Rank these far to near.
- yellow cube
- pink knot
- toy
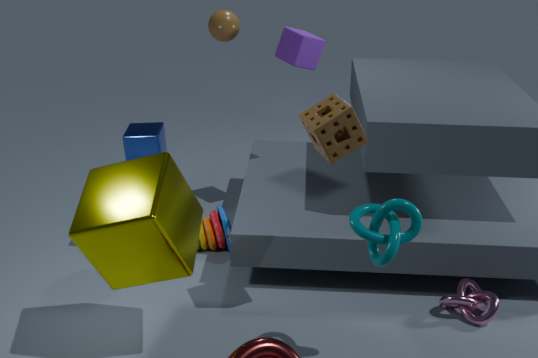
toy < pink knot < yellow cube
